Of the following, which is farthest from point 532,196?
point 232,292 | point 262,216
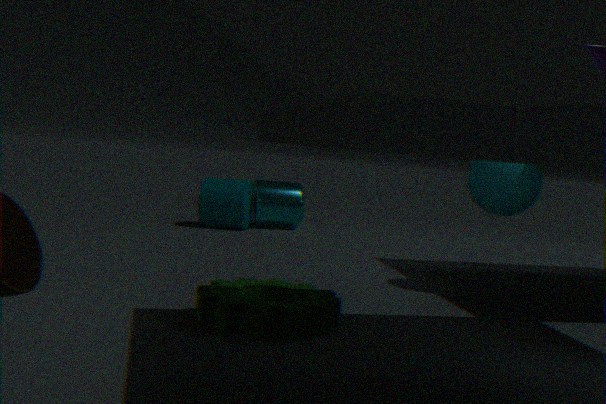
point 262,216
